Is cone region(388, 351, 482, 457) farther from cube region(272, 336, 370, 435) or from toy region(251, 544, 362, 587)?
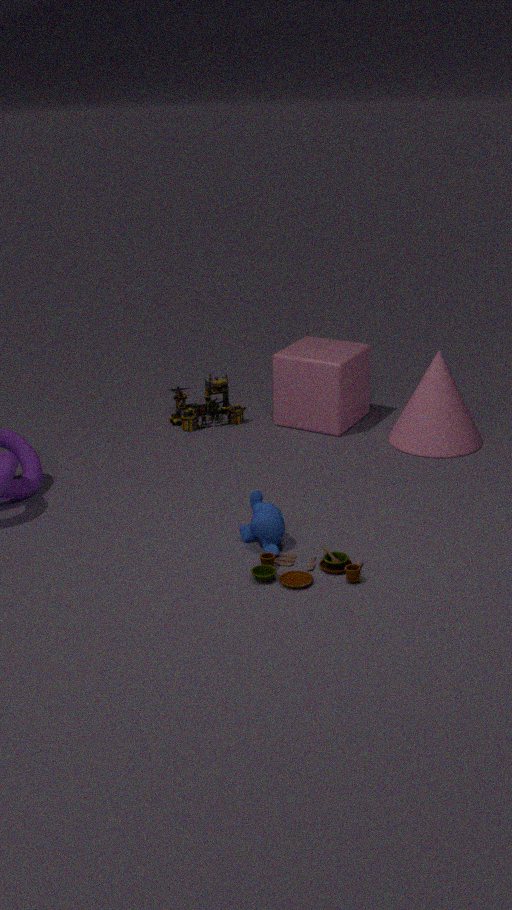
toy region(251, 544, 362, 587)
